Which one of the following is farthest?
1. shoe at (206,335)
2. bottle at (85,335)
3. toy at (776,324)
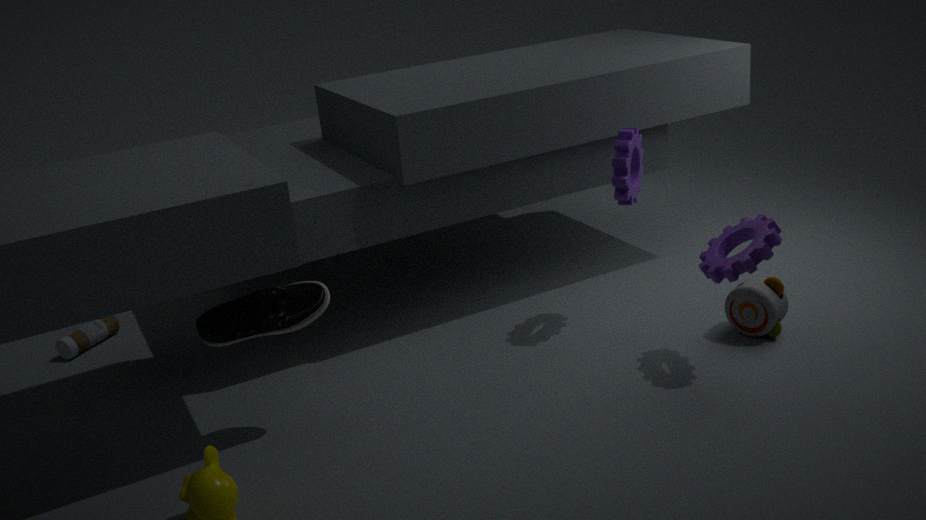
bottle at (85,335)
